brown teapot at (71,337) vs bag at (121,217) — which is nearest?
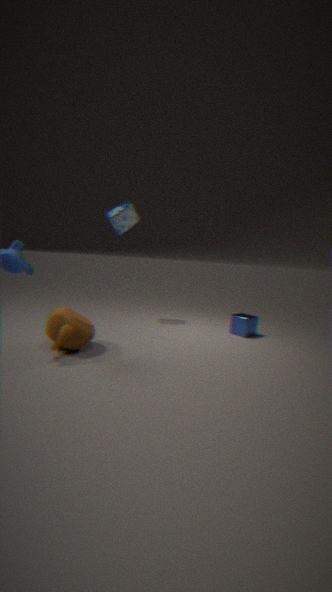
brown teapot at (71,337)
